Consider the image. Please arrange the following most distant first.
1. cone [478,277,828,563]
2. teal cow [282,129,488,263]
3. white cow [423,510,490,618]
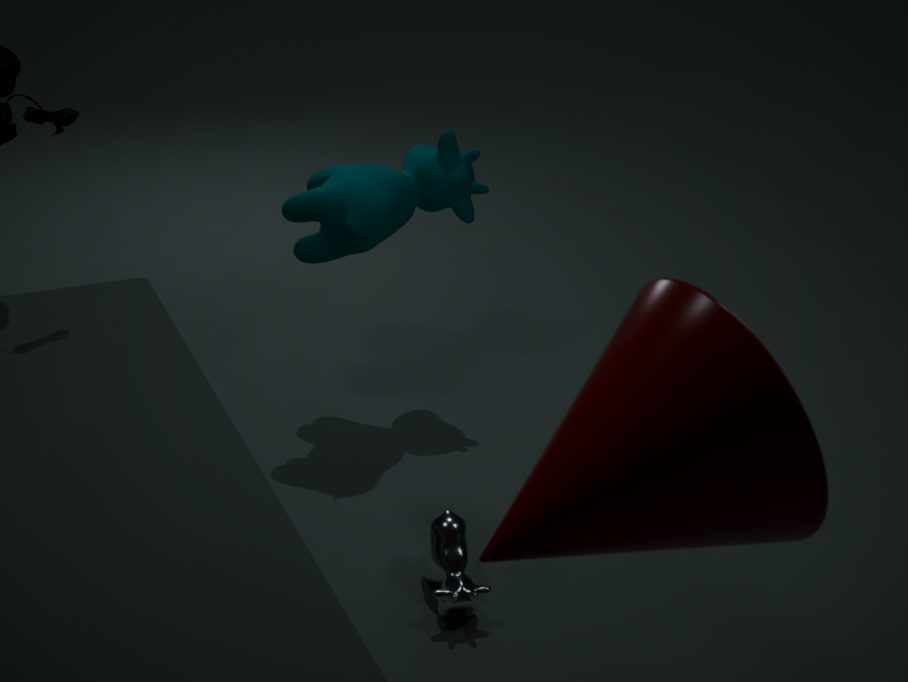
teal cow [282,129,488,263]
white cow [423,510,490,618]
cone [478,277,828,563]
